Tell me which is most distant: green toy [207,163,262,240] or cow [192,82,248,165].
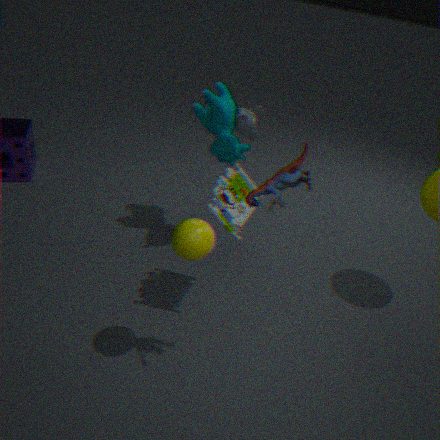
cow [192,82,248,165]
